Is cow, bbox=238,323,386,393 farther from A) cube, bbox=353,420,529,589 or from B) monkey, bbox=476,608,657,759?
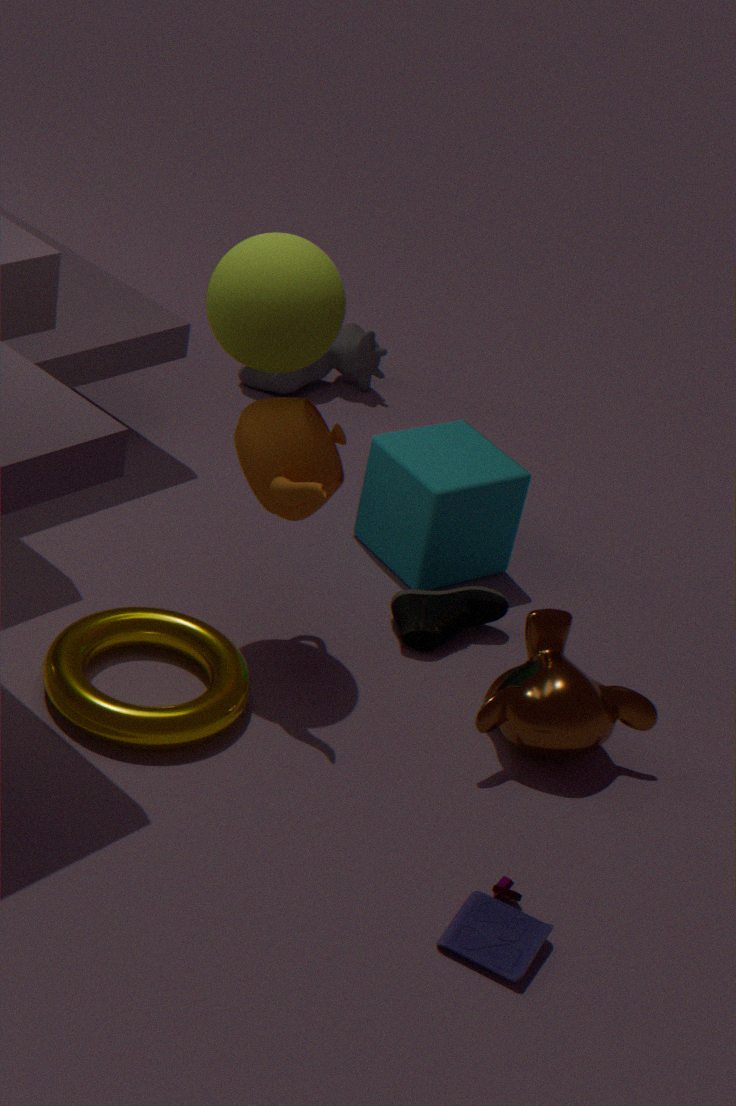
B) monkey, bbox=476,608,657,759
